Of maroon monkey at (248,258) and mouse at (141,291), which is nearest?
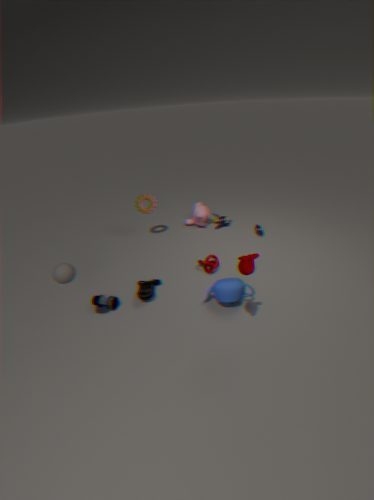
maroon monkey at (248,258)
